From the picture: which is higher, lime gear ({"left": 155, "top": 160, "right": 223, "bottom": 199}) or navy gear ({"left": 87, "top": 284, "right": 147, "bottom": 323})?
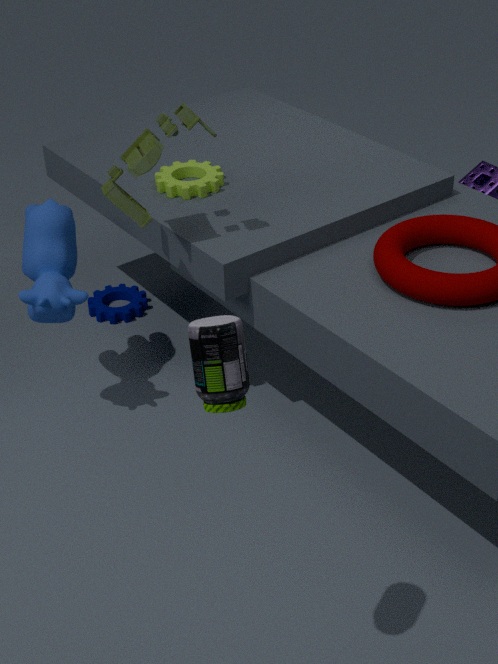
lime gear ({"left": 155, "top": 160, "right": 223, "bottom": 199})
